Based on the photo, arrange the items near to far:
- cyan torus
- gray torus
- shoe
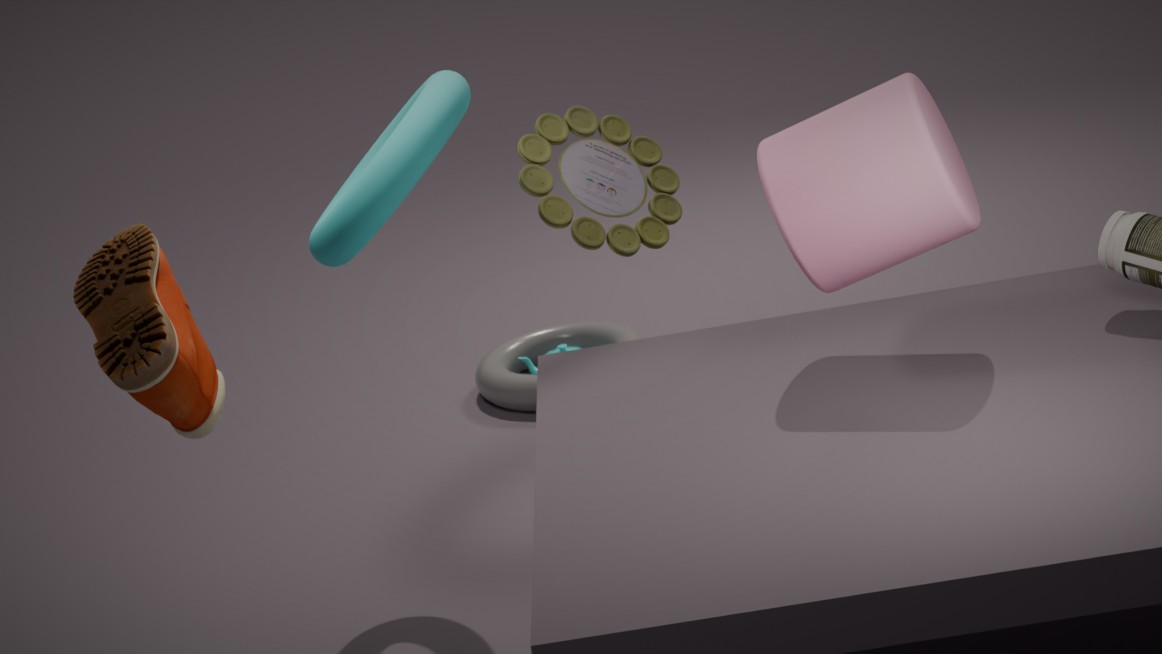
shoe, cyan torus, gray torus
